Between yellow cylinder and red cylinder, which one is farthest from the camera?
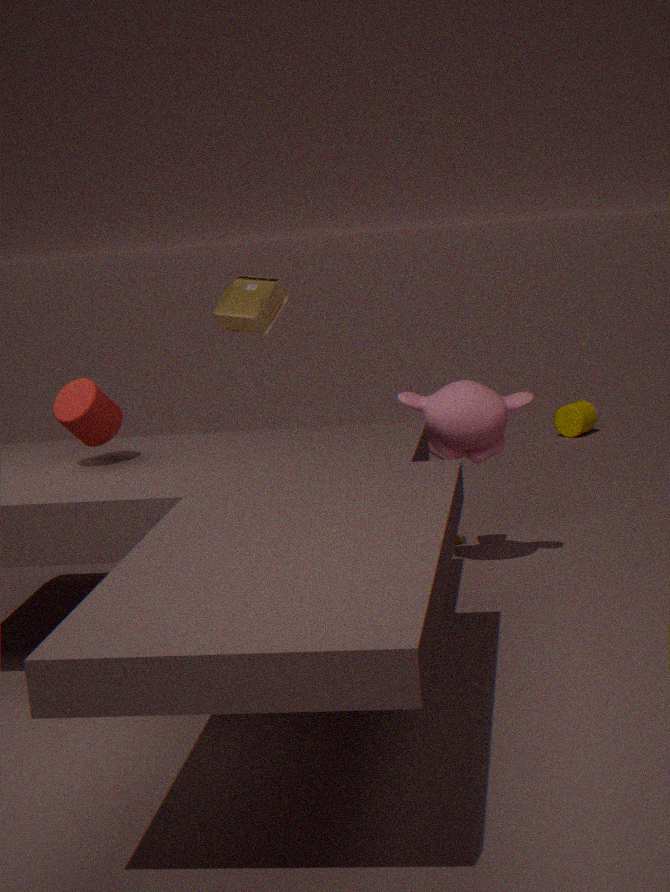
yellow cylinder
